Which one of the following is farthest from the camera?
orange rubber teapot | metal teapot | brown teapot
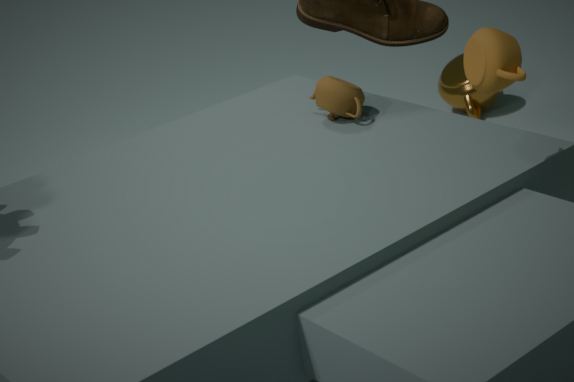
metal teapot
